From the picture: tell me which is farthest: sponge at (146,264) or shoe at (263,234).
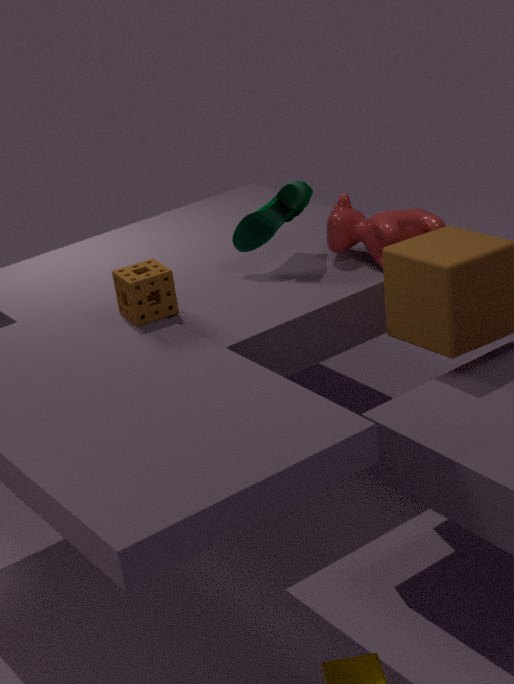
shoe at (263,234)
